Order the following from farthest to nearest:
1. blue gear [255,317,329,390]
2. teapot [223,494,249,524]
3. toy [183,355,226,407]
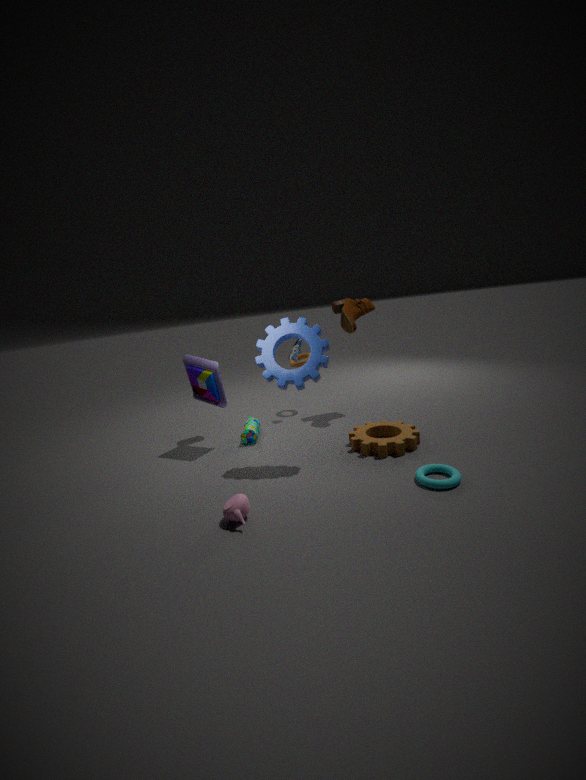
toy [183,355,226,407] → blue gear [255,317,329,390] → teapot [223,494,249,524]
